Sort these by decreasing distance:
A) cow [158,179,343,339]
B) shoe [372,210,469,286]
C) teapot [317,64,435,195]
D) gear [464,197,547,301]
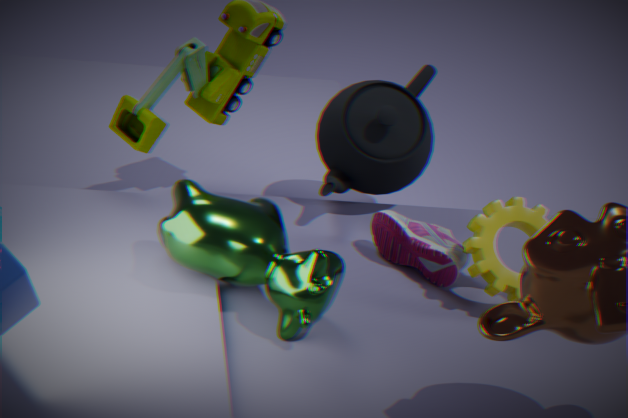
1. teapot [317,64,435,195]
2. shoe [372,210,469,286]
3. gear [464,197,547,301]
4. cow [158,179,343,339]
